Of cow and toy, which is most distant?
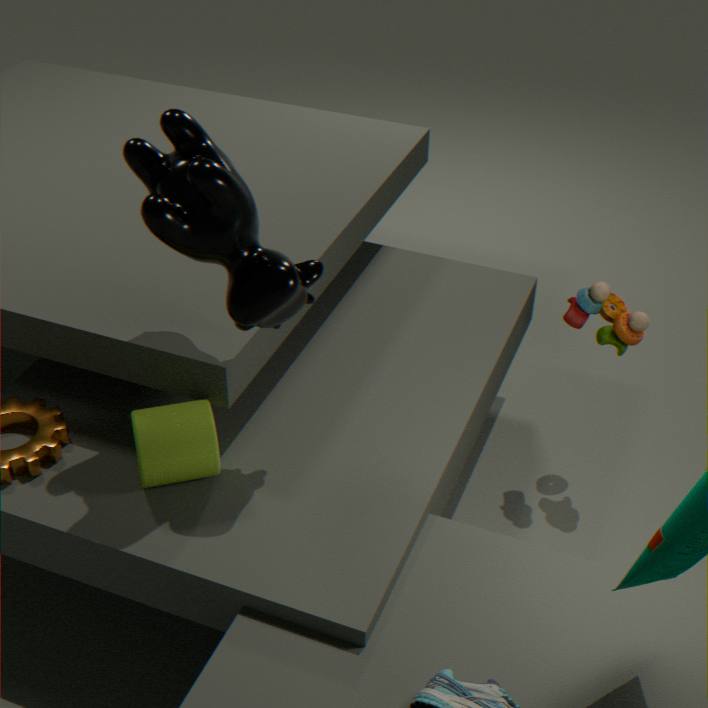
toy
